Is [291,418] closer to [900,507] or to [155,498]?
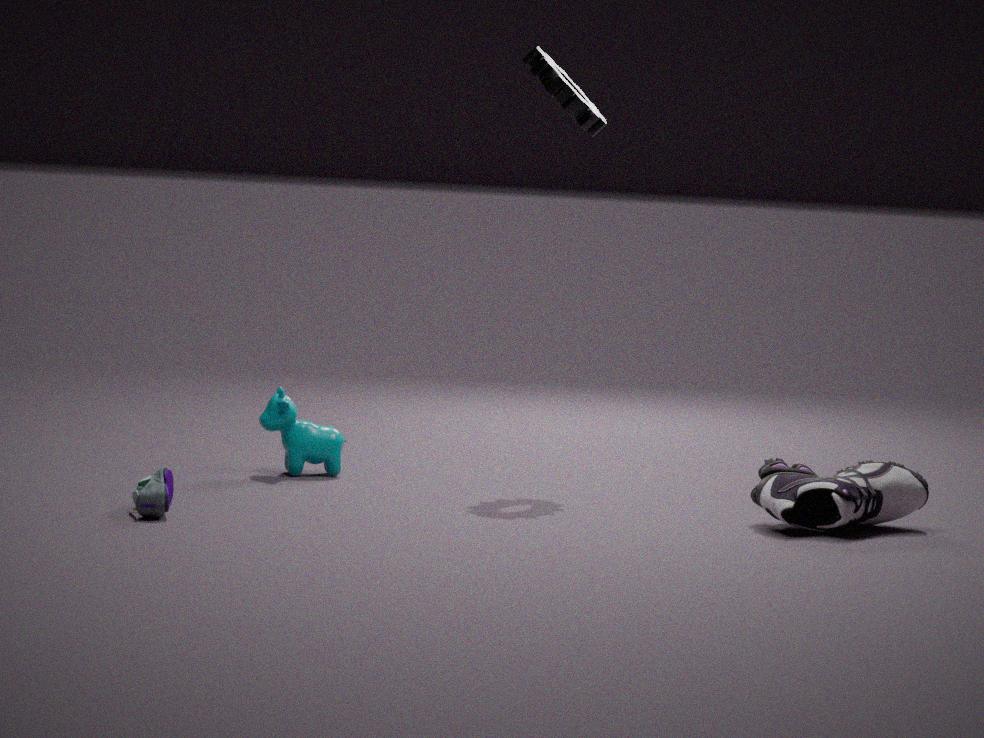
[155,498]
